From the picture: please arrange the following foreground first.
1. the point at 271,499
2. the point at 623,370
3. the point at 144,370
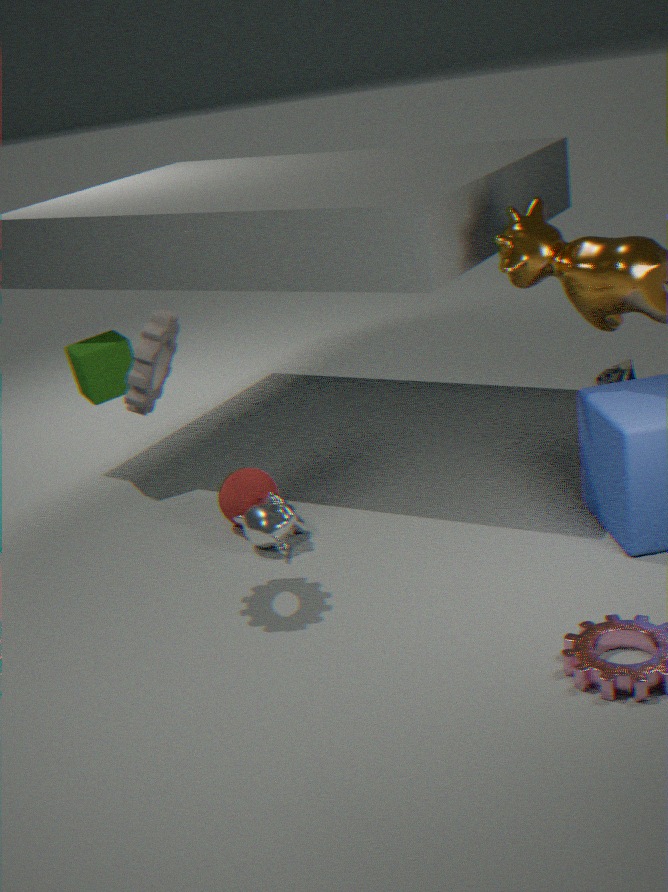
the point at 144,370 < the point at 271,499 < the point at 623,370
